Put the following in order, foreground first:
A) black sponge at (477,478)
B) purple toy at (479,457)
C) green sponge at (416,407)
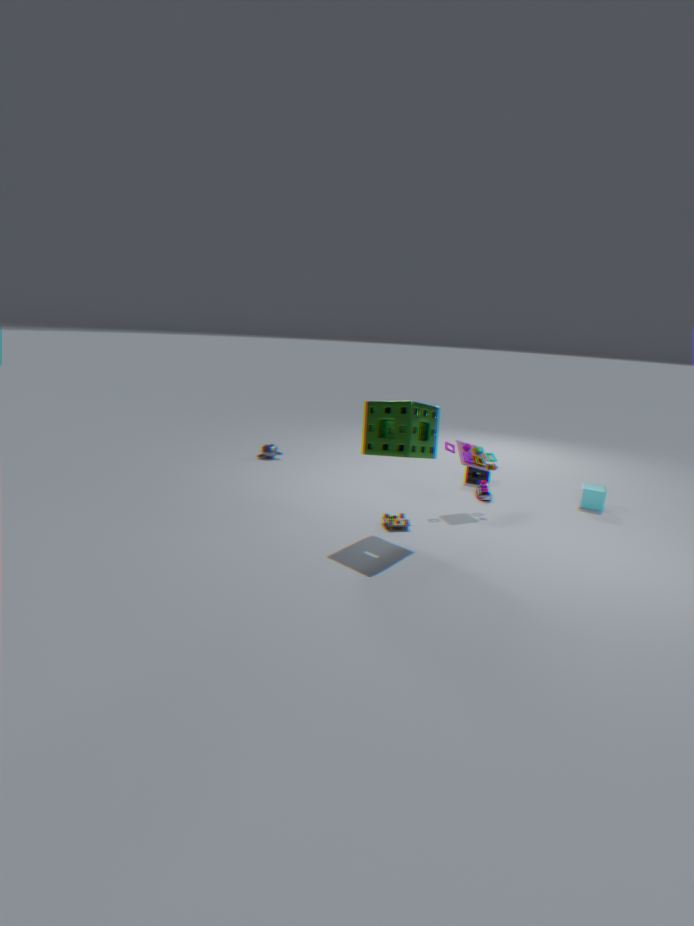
1. green sponge at (416,407)
2. purple toy at (479,457)
3. black sponge at (477,478)
